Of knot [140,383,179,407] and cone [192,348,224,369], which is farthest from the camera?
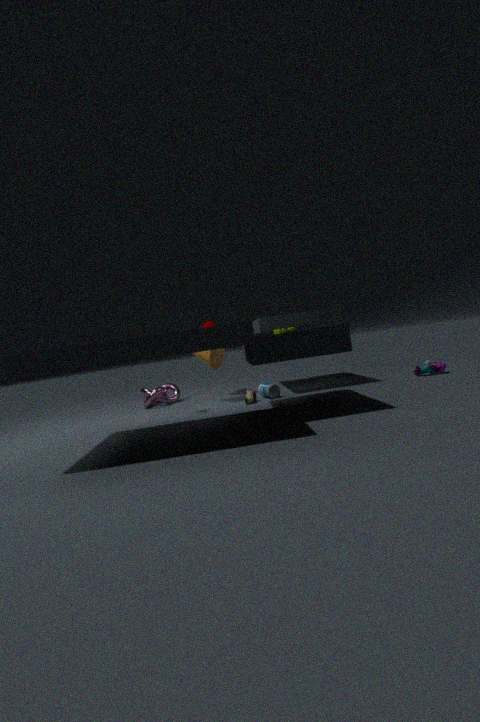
knot [140,383,179,407]
